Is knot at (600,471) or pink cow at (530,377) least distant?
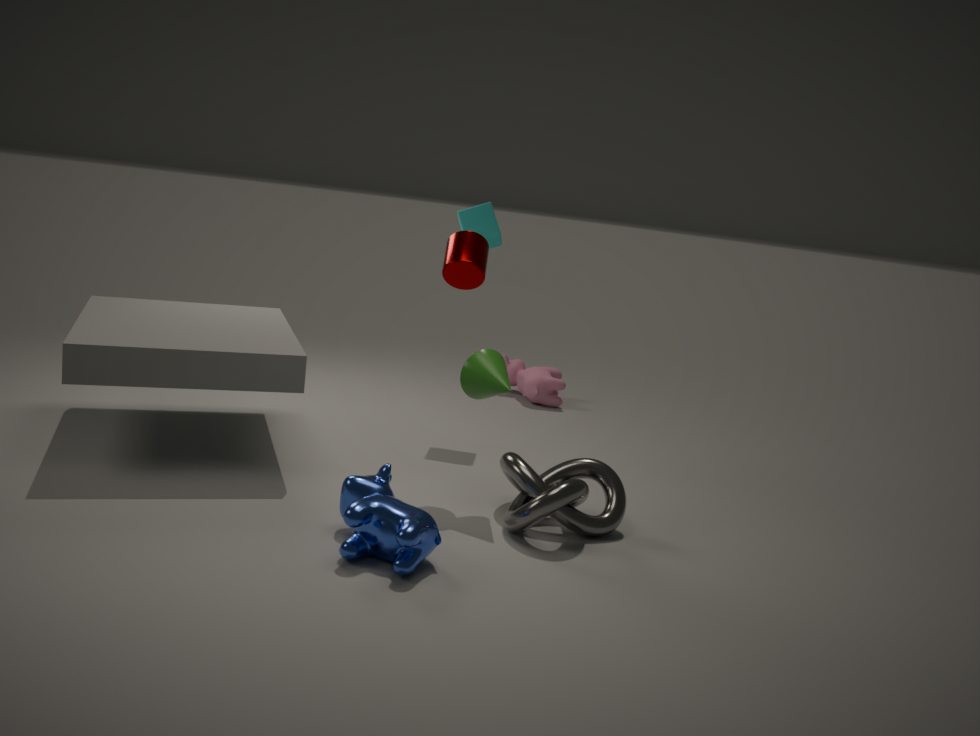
knot at (600,471)
